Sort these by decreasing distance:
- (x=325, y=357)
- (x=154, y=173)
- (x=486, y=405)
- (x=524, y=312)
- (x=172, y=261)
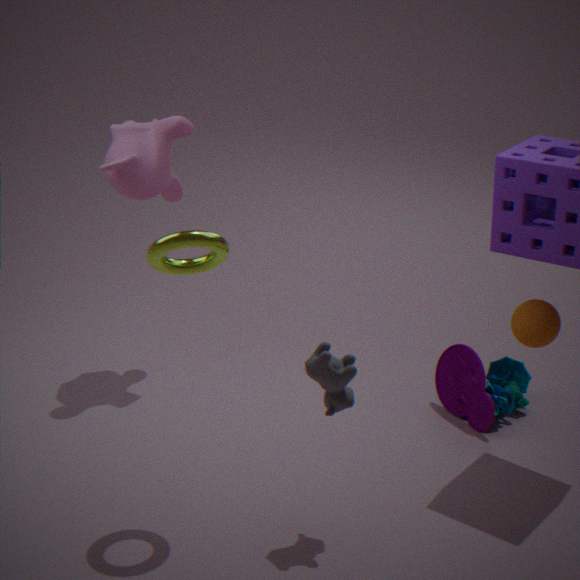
(x=486, y=405)
(x=154, y=173)
(x=524, y=312)
(x=172, y=261)
(x=325, y=357)
